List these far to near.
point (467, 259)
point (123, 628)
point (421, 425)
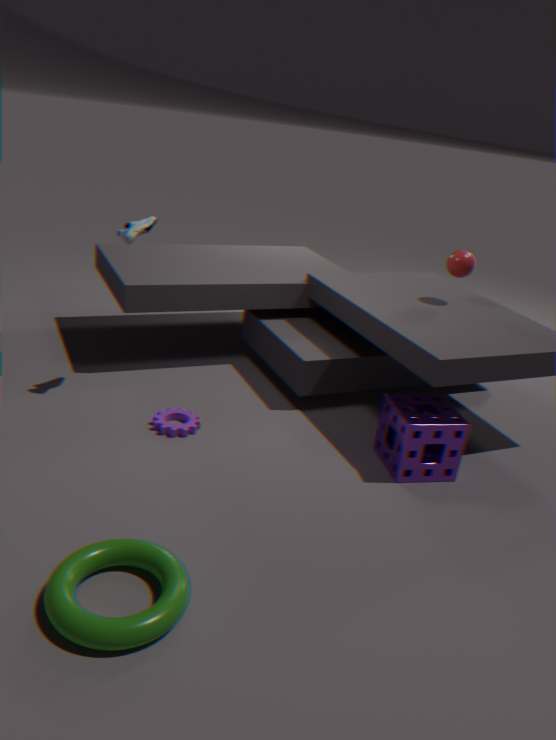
point (467, 259) → point (421, 425) → point (123, 628)
